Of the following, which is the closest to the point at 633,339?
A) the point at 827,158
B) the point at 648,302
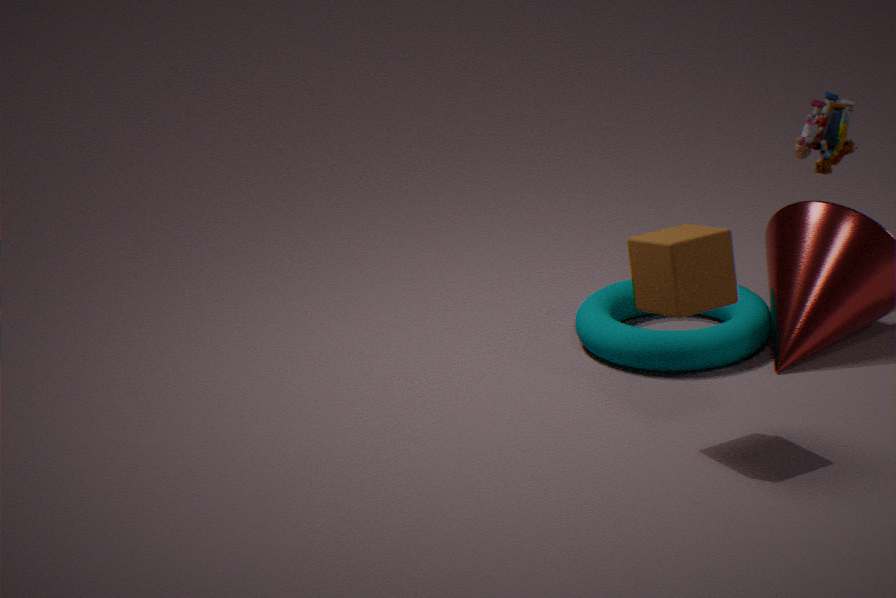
the point at 827,158
